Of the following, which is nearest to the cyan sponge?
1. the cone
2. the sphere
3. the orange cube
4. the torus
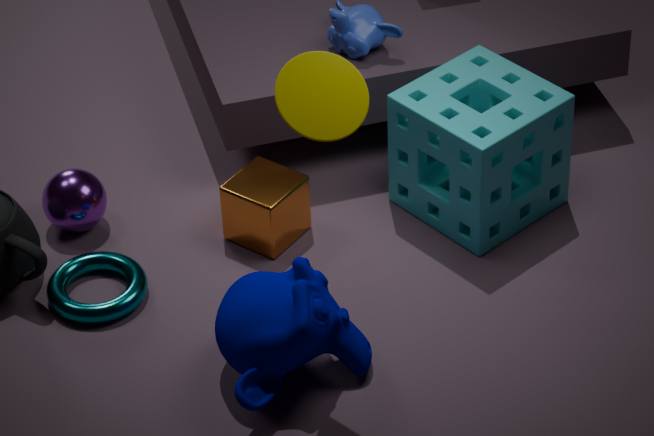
the orange cube
